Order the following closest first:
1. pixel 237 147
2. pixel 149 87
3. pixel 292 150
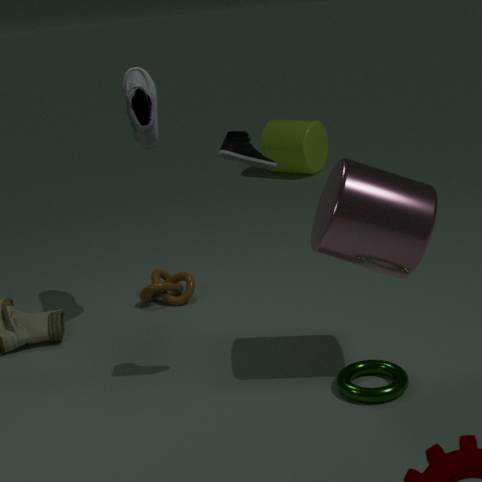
pixel 237 147, pixel 149 87, pixel 292 150
